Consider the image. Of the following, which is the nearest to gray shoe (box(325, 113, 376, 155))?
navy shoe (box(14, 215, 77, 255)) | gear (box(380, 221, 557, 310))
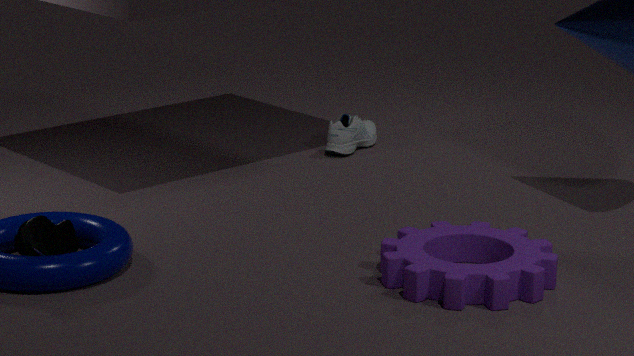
gear (box(380, 221, 557, 310))
